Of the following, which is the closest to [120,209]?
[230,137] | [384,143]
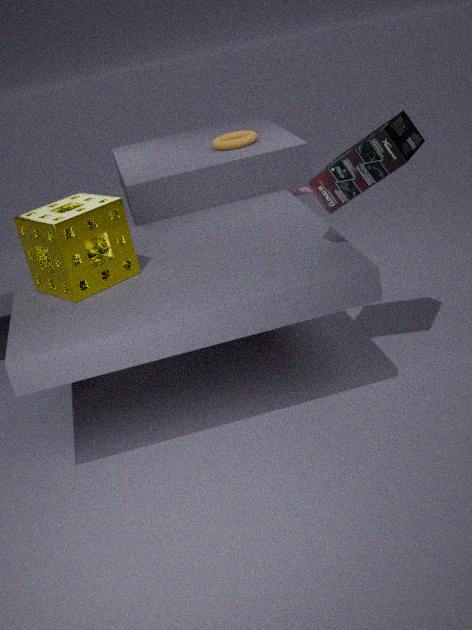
[384,143]
